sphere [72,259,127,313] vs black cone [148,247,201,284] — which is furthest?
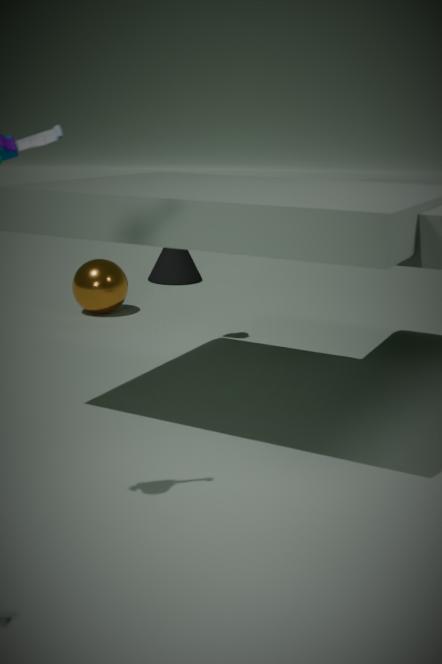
black cone [148,247,201,284]
